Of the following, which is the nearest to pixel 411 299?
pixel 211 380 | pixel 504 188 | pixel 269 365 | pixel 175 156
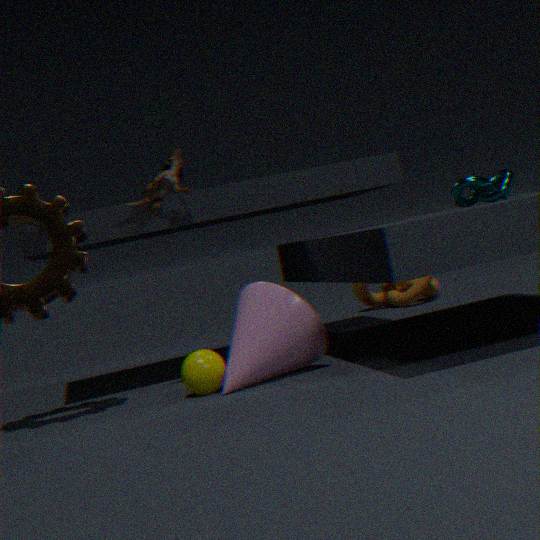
pixel 504 188
